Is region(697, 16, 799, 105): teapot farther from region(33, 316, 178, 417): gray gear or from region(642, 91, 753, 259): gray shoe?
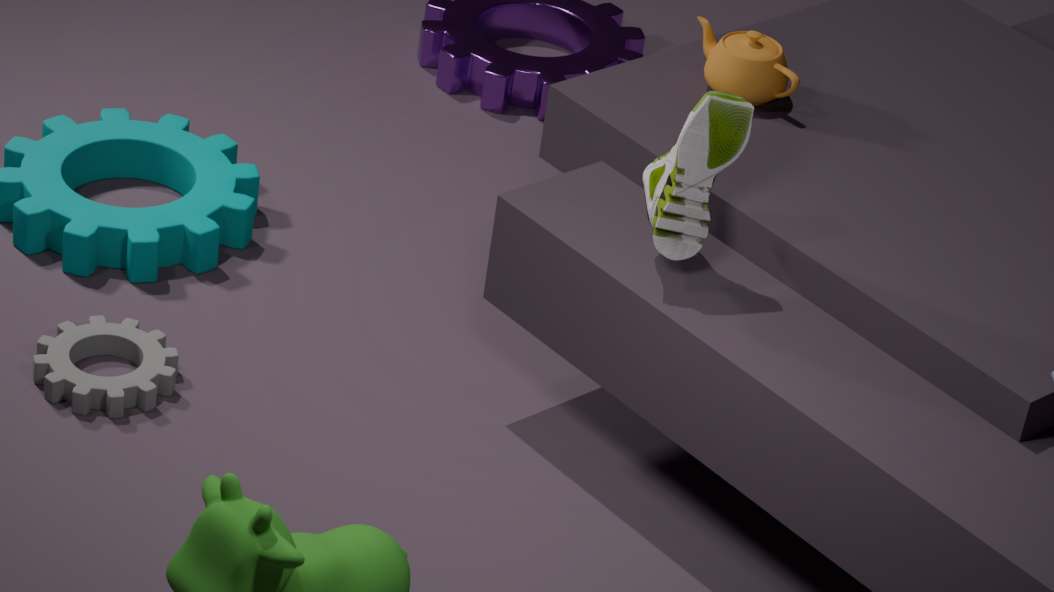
region(33, 316, 178, 417): gray gear
